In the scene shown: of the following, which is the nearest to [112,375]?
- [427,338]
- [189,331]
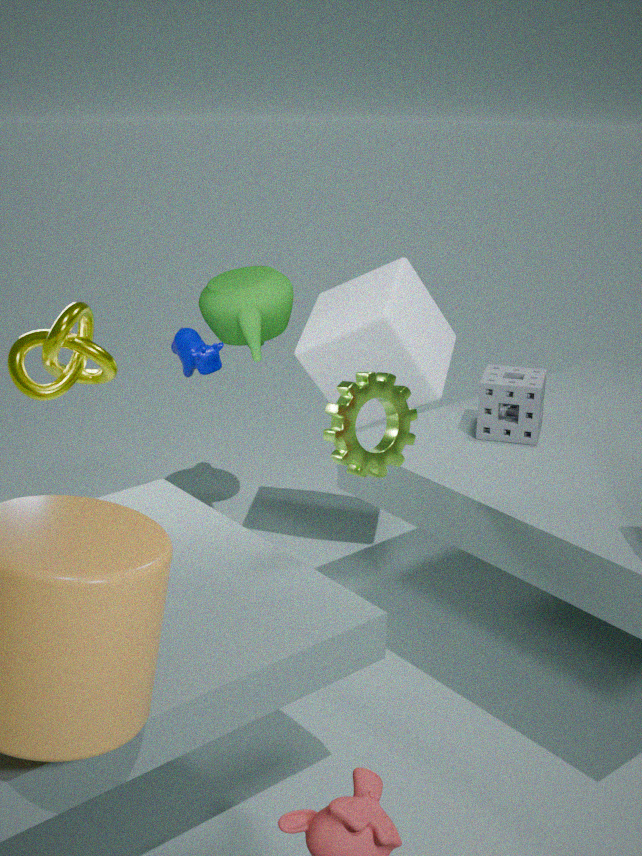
[189,331]
